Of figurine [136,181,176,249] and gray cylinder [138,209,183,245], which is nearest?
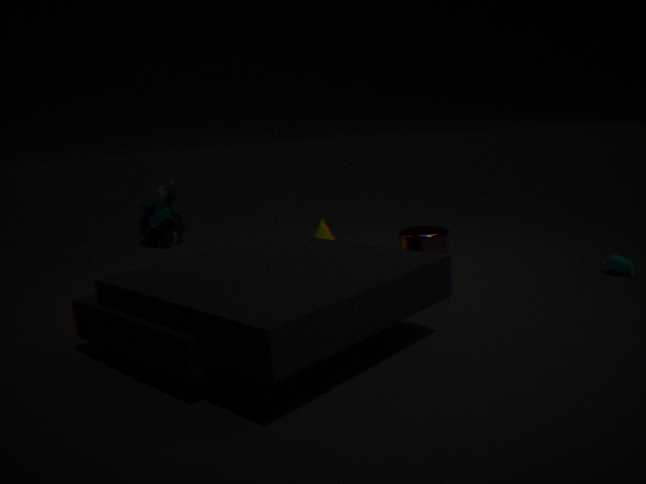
figurine [136,181,176,249]
